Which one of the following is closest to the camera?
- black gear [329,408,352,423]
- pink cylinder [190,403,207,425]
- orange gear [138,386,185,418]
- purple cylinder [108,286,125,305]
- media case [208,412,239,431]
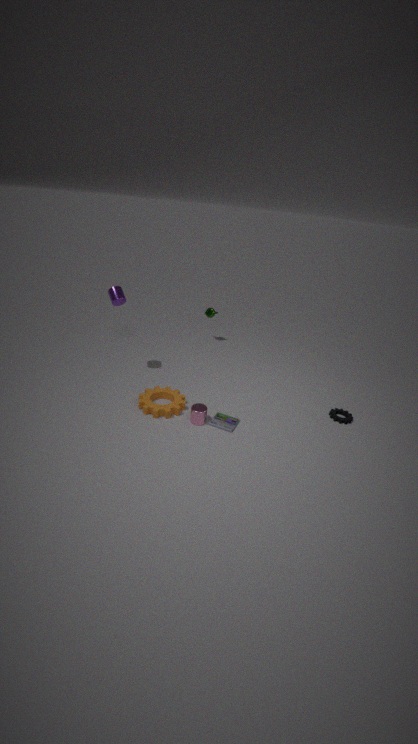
pink cylinder [190,403,207,425]
